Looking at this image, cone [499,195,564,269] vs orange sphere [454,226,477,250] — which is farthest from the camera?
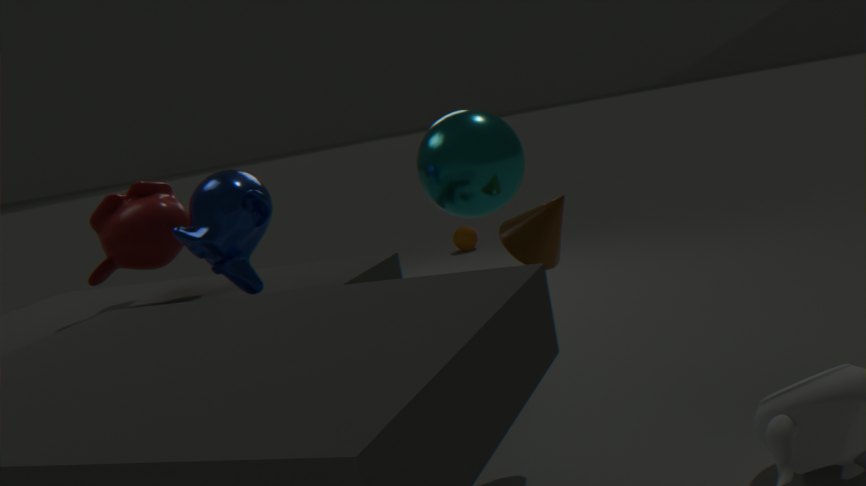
orange sphere [454,226,477,250]
